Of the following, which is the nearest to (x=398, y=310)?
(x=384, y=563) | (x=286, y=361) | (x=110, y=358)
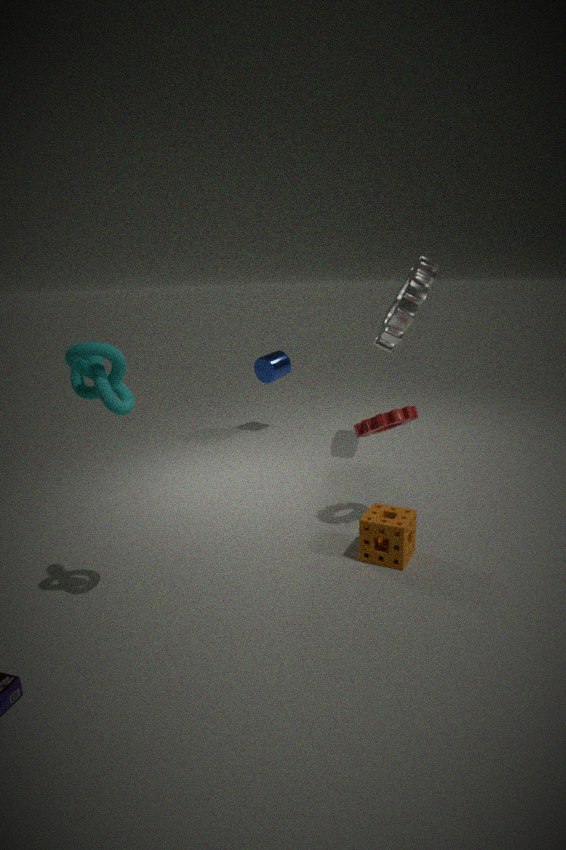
(x=286, y=361)
